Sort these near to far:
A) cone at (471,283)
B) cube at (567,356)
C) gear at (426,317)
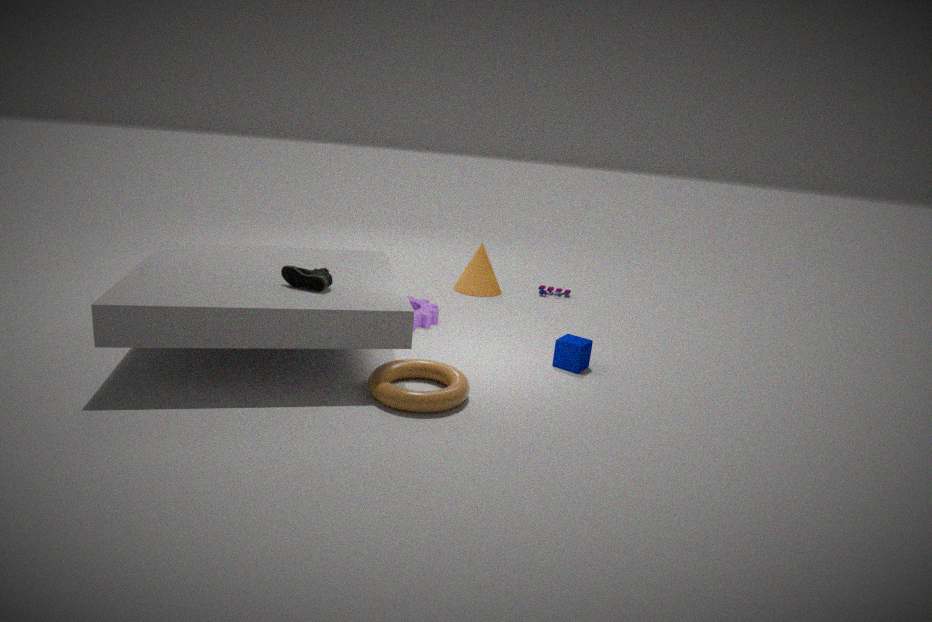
cube at (567,356), gear at (426,317), cone at (471,283)
